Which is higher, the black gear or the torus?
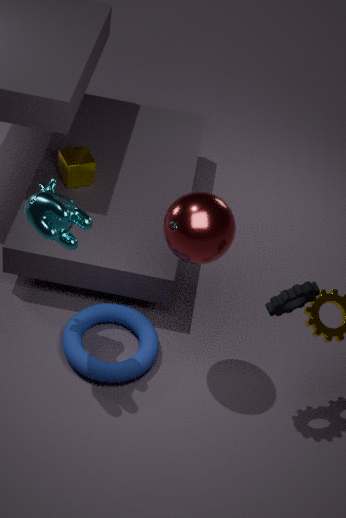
the black gear
